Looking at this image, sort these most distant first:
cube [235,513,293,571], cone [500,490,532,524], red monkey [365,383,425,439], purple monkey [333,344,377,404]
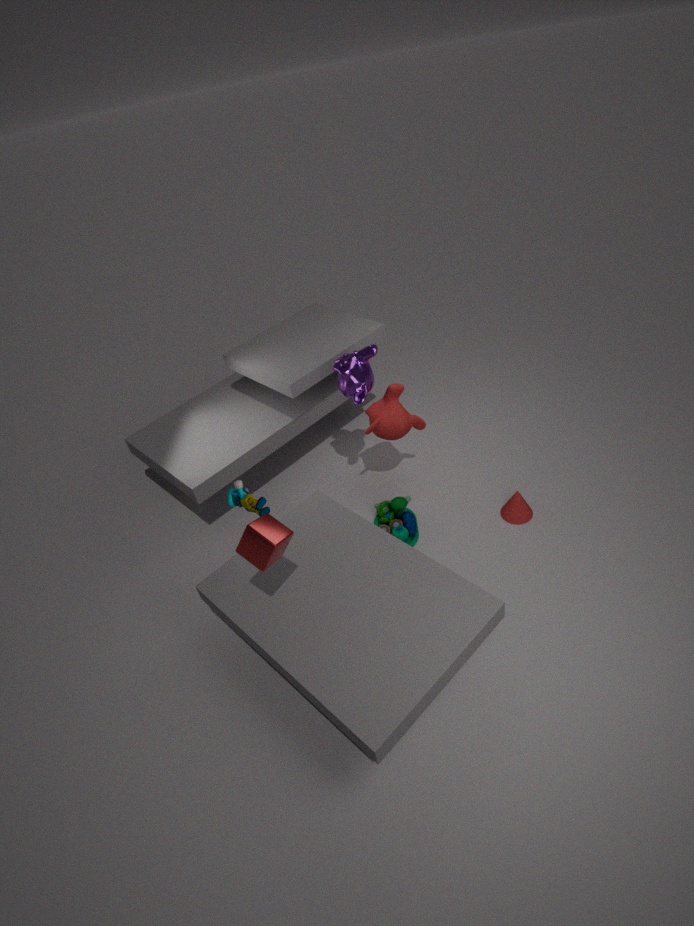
1. red monkey [365,383,425,439]
2. cone [500,490,532,524]
3. purple monkey [333,344,377,404]
4. cube [235,513,293,571]
